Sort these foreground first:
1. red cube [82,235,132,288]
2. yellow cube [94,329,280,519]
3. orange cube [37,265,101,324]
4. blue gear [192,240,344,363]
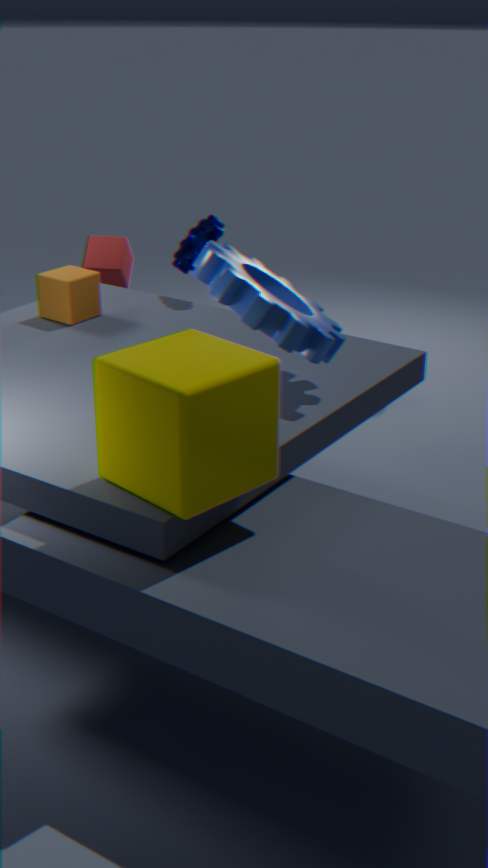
yellow cube [94,329,280,519], blue gear [192,240,344,363], orange cube [37,265,101,324], red cube [82,235,132,288]
